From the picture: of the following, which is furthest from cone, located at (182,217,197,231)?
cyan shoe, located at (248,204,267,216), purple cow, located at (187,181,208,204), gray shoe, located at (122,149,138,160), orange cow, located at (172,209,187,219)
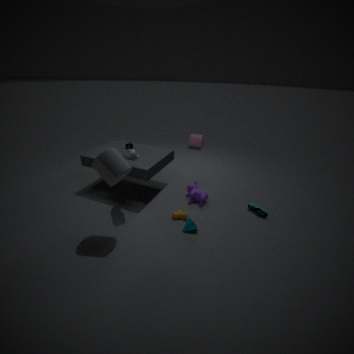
gray shoe, located at (122,149,138,160)
